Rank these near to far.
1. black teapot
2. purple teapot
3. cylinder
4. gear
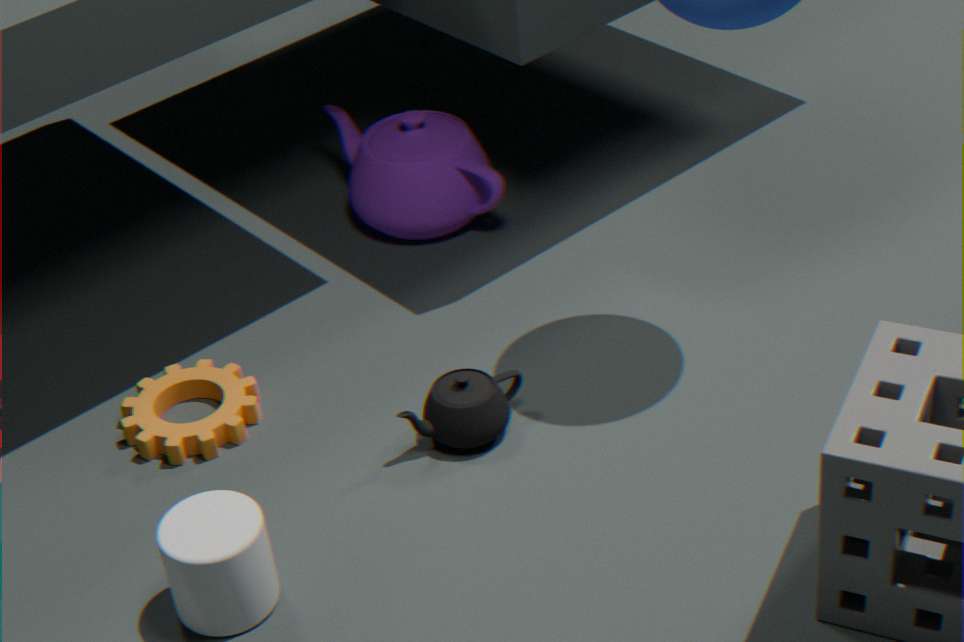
cylinder → black teapot → gear → purple teapot
